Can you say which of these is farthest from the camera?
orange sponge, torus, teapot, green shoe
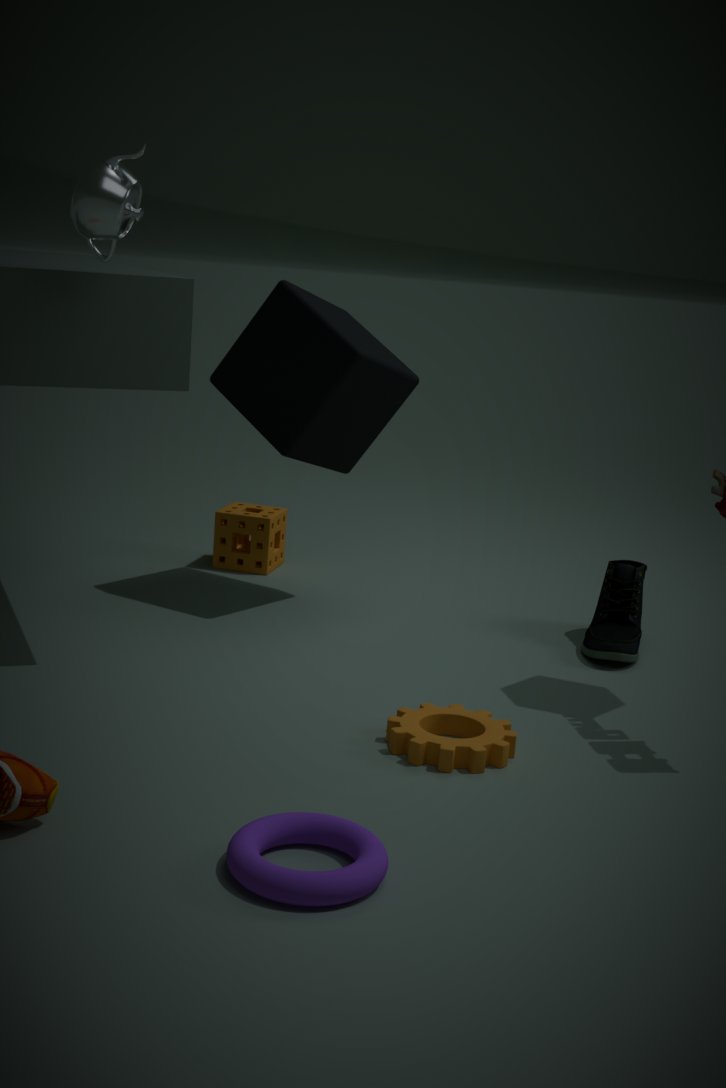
orange sponge
